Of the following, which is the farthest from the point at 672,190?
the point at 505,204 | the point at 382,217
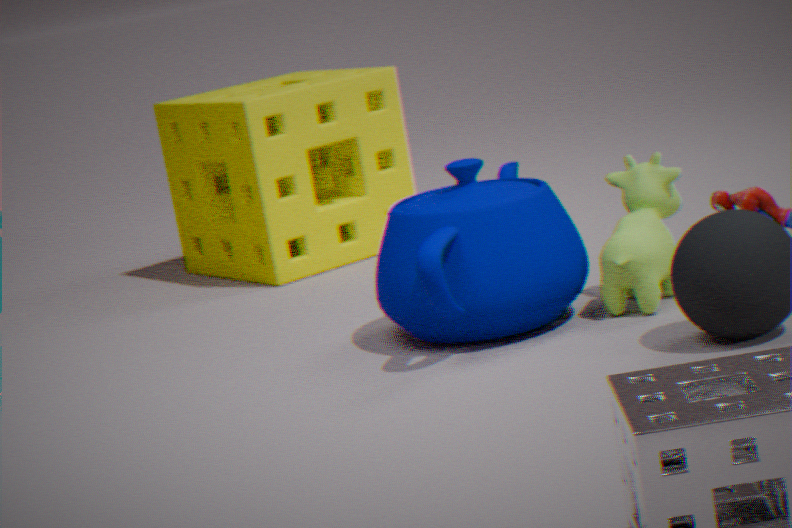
the point at 382,217
